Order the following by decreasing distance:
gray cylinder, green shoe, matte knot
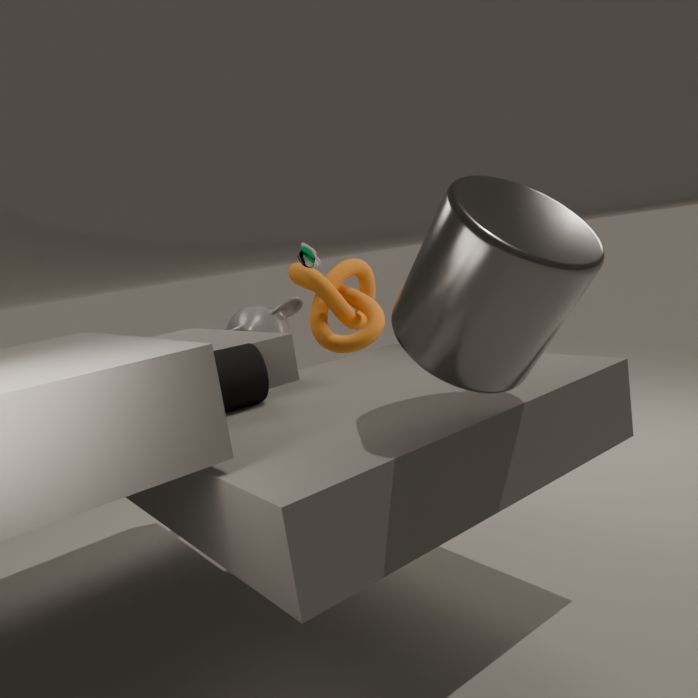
matte knot
green shoe
gray cylinder
